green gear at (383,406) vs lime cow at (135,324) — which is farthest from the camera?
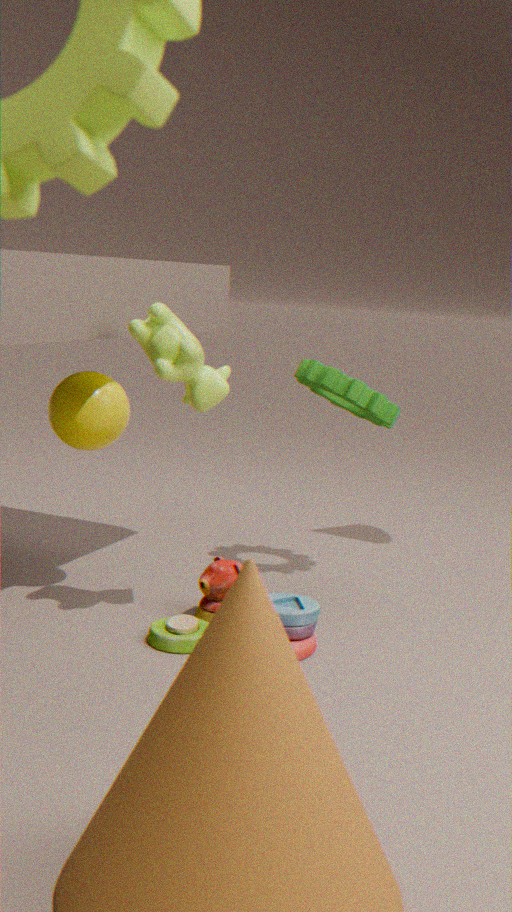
green gear at (383,406)
